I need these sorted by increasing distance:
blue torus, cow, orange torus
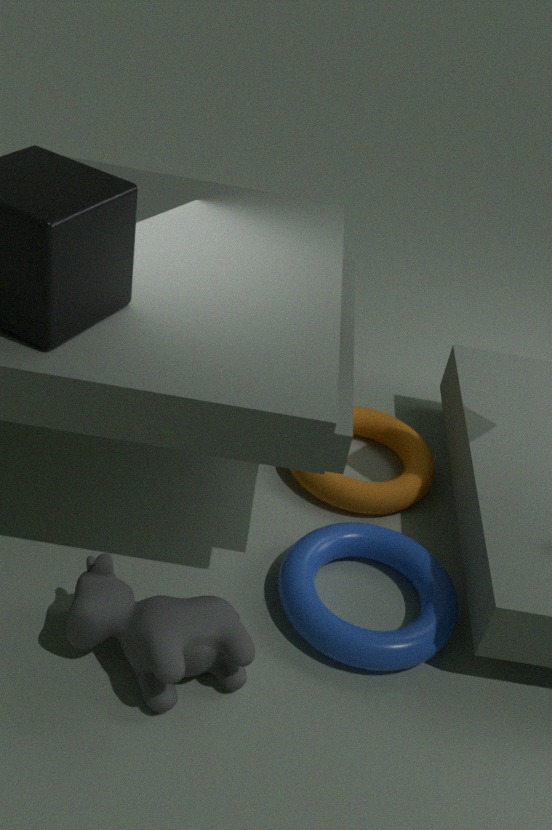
1. cow
2. blue torus
3. orange torus
